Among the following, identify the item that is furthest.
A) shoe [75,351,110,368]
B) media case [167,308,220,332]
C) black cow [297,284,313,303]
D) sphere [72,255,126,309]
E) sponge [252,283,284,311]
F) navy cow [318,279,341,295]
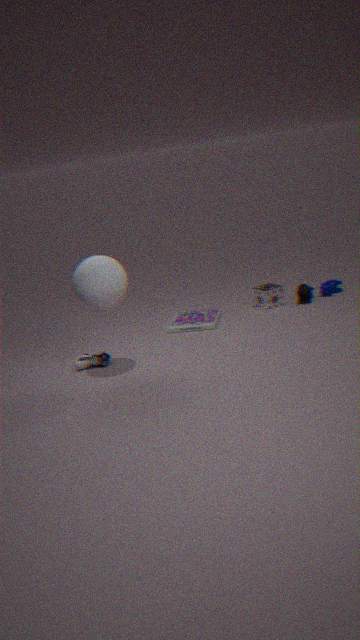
navy cow [318,279,341,295]
